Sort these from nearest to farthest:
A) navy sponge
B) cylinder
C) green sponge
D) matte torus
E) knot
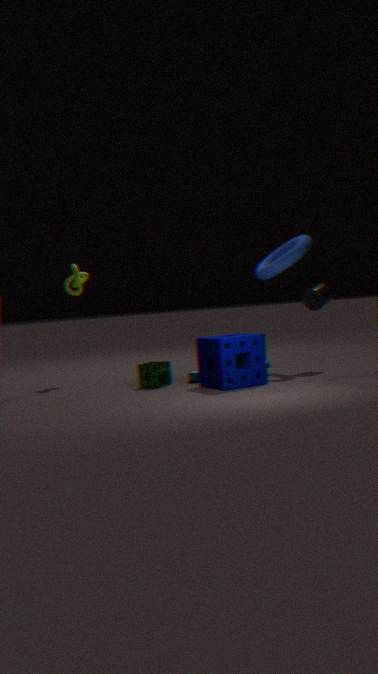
navy sponge
green sponge
matte torus
cylinder
knot
